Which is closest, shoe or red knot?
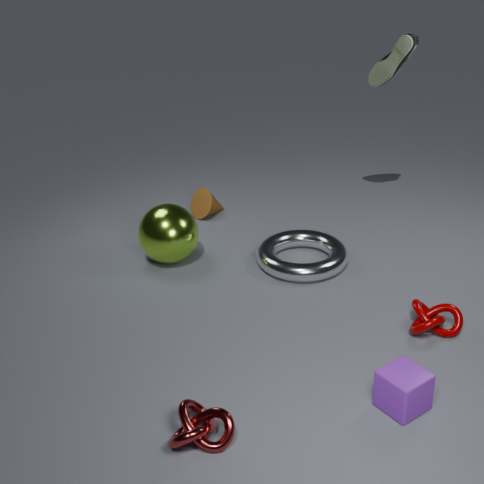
red knot
